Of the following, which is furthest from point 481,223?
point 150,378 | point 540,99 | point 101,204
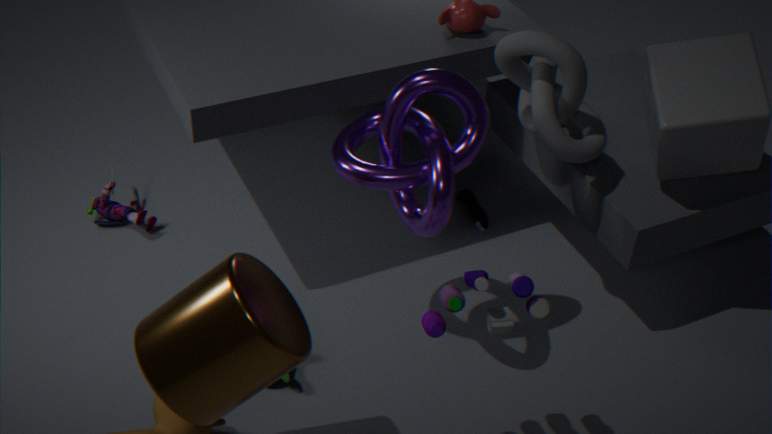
point 150,378
